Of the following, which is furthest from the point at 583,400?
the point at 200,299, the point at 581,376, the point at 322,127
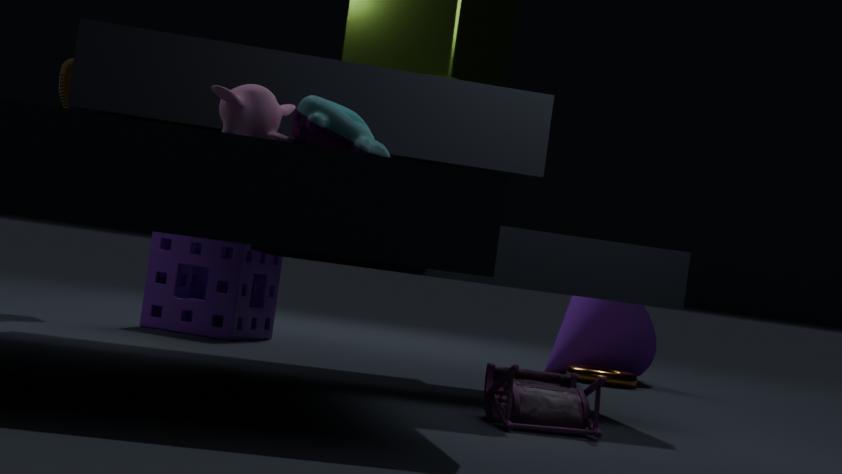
the point at 200,299
